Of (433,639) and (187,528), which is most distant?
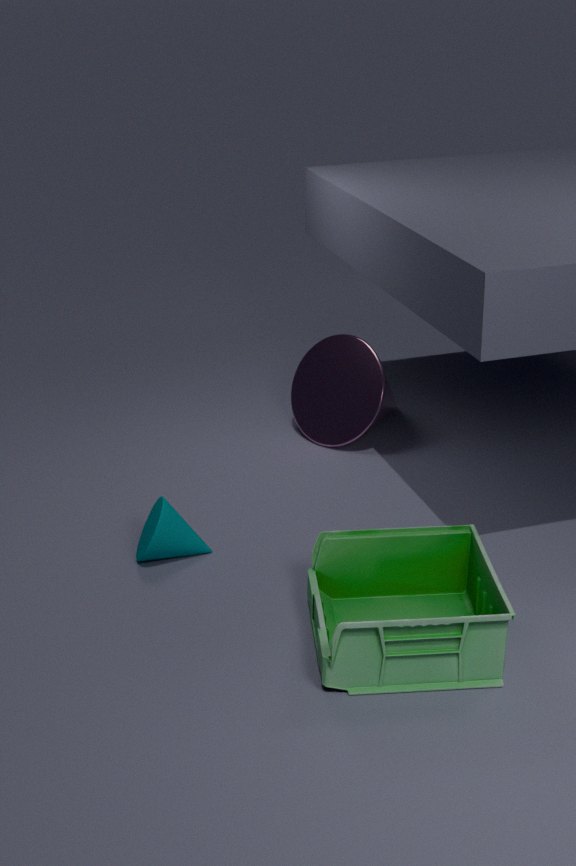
(187,528)
